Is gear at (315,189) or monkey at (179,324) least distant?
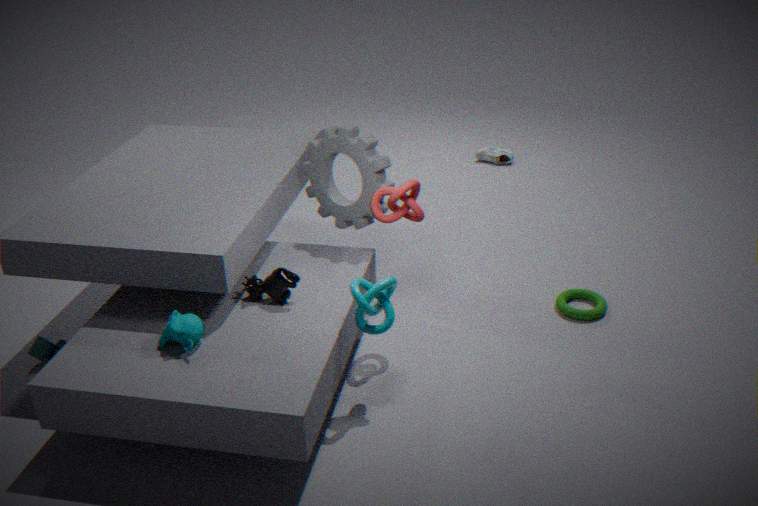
monkey at (179,324)
